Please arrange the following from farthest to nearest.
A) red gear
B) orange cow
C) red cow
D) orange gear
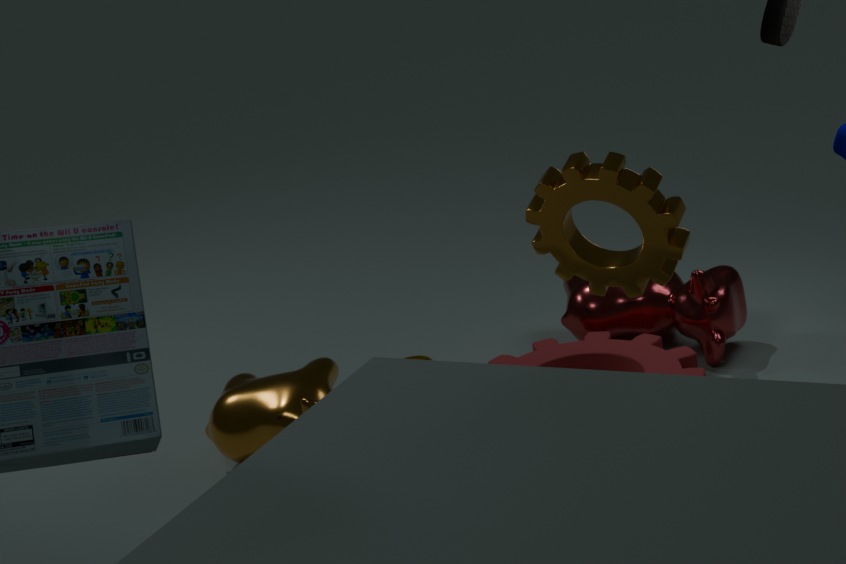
C. red cow, A. red gear, B. orange cow, D. orange gear
